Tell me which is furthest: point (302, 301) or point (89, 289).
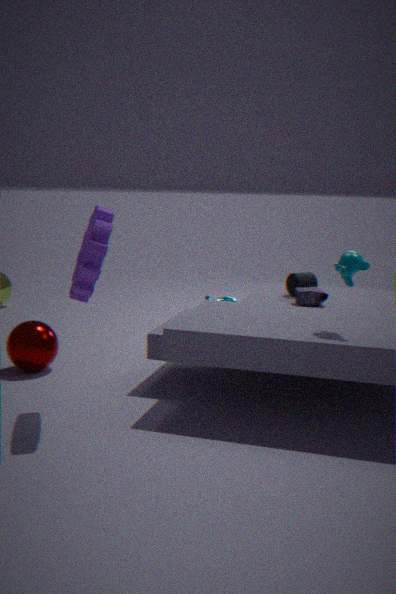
point (302, 301)
